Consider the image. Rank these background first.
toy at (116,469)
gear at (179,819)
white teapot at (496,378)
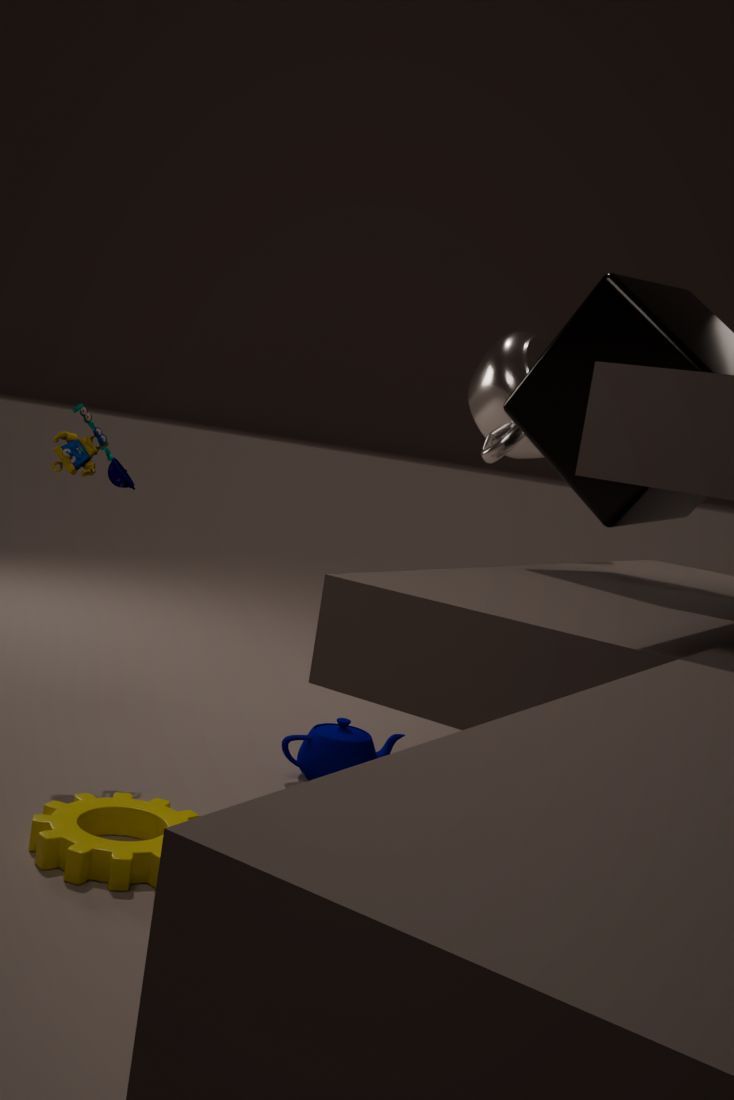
1. white teapot at (496,378)
2. toy at (116,469)
3. gear at (179,819)
